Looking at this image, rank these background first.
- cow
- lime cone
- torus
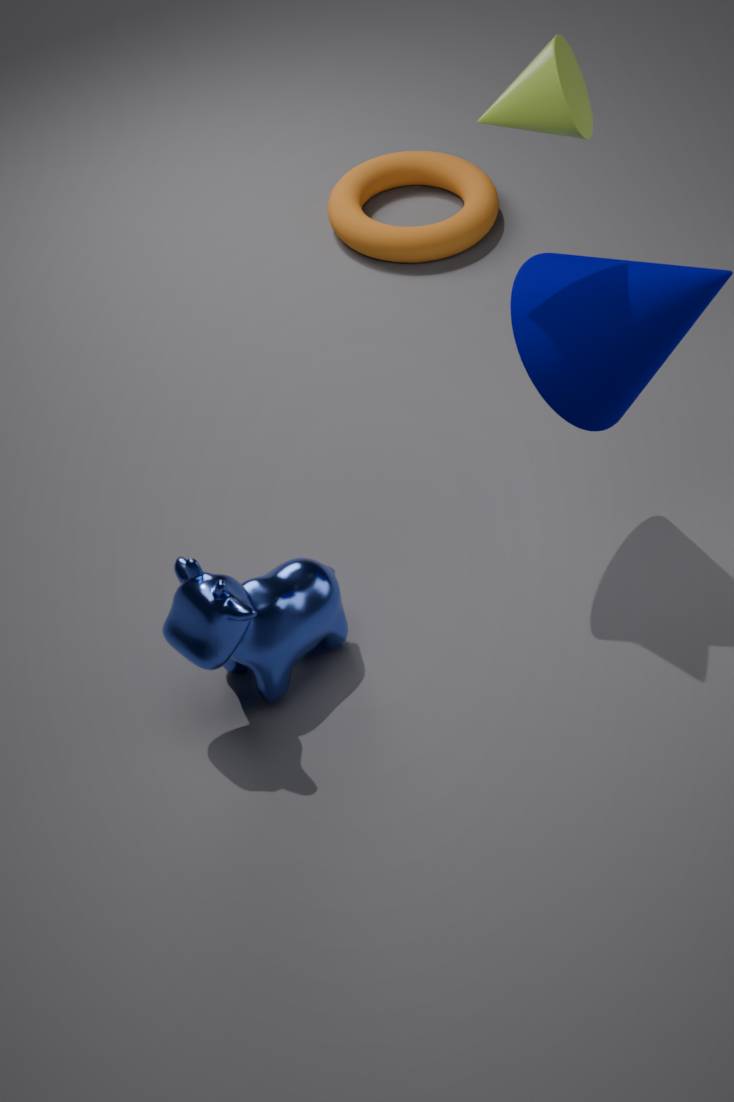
torus
cow
lime cone
